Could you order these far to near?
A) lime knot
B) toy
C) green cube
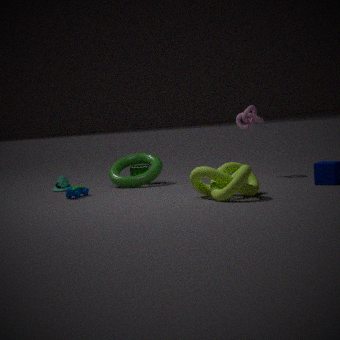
1. green cube
2. toy
3. lime knot
